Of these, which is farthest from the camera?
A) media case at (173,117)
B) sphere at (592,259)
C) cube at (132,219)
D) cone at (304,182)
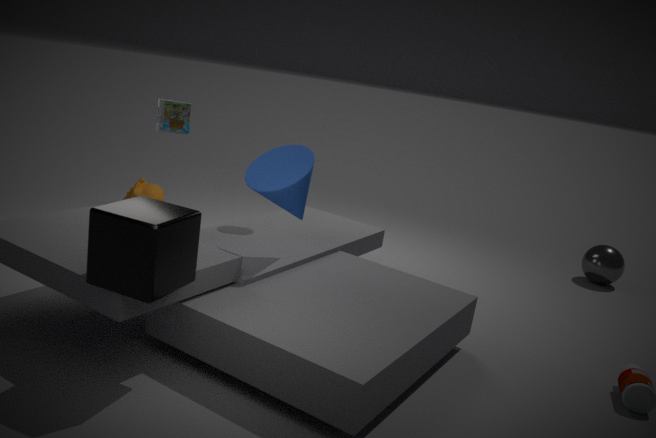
B. sphere at (592,259)
